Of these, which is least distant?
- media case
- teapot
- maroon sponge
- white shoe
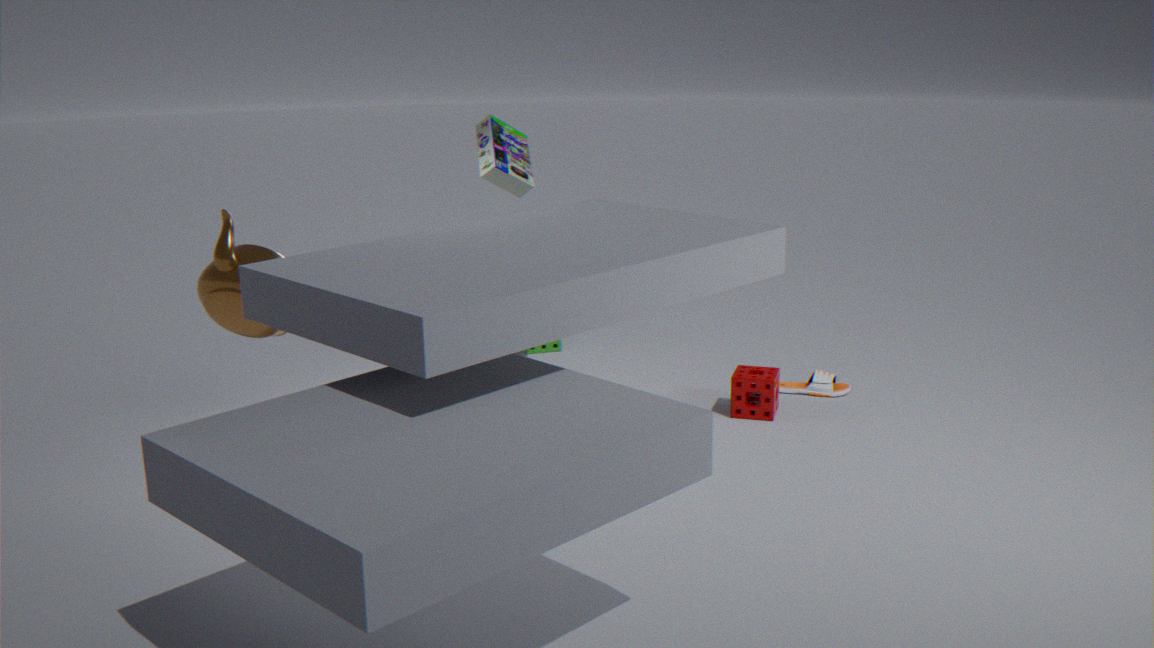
teapot
